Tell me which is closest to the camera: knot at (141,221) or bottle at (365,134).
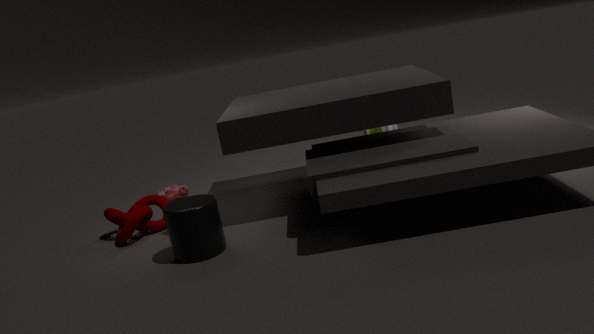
knot at (141,221)
